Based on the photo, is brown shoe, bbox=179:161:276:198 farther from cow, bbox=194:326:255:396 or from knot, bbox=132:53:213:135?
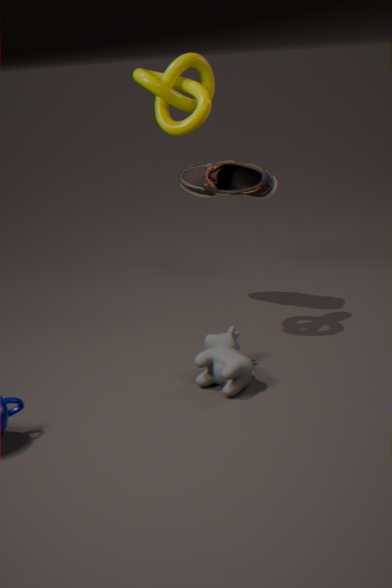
cow, bbox=194:326:255:396
